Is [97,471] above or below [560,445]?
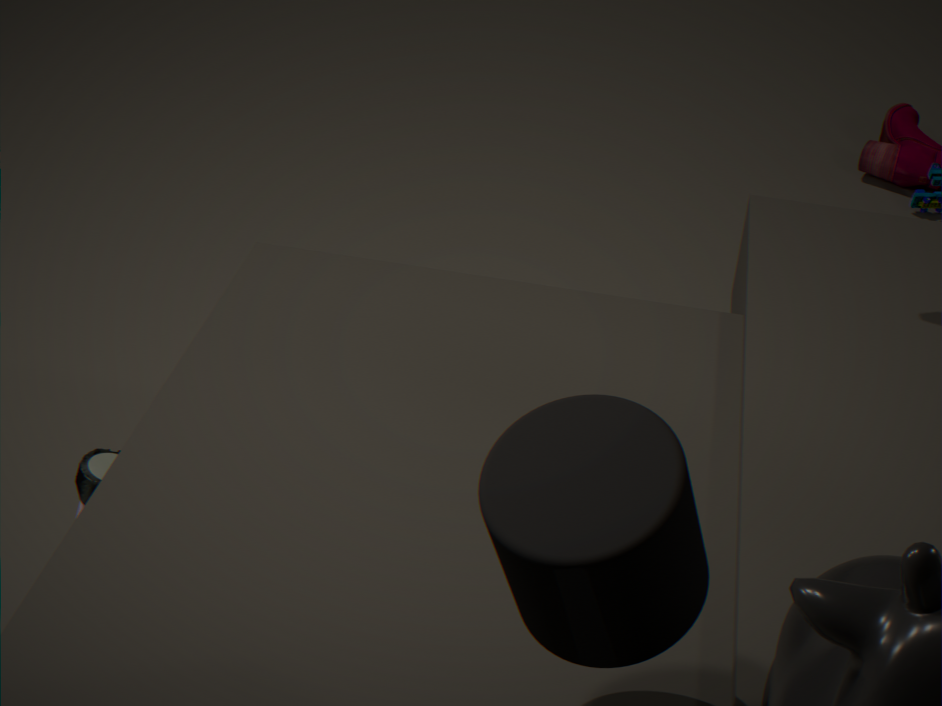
below
